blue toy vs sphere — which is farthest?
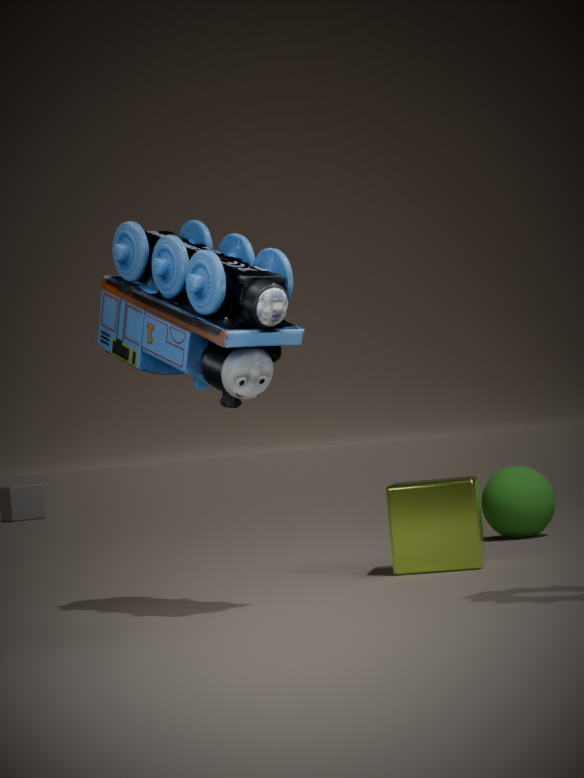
sphere
